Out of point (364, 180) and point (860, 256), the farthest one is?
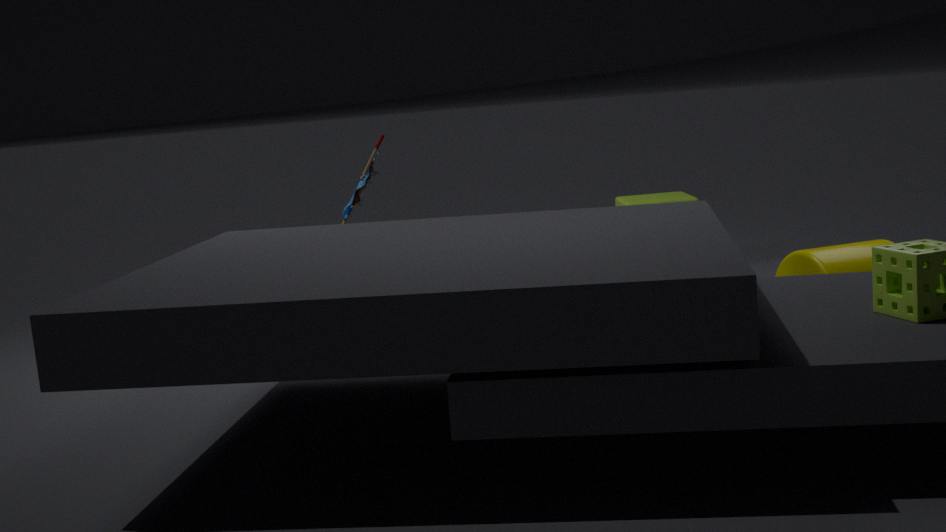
point (364, 180)
